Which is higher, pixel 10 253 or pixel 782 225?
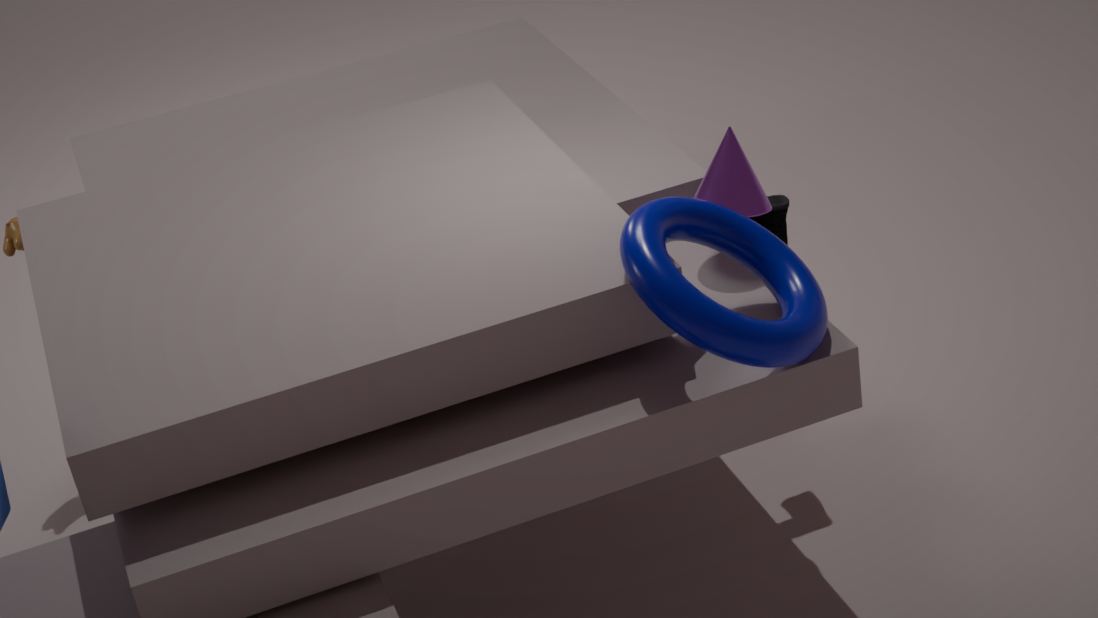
pixel 10 253
